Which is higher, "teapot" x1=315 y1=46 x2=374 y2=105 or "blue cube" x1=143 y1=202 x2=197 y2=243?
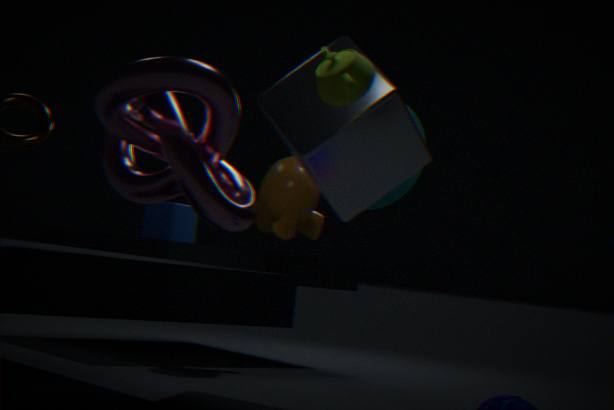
"teapot" x1=315 y1=46 x2=374 y2=105
